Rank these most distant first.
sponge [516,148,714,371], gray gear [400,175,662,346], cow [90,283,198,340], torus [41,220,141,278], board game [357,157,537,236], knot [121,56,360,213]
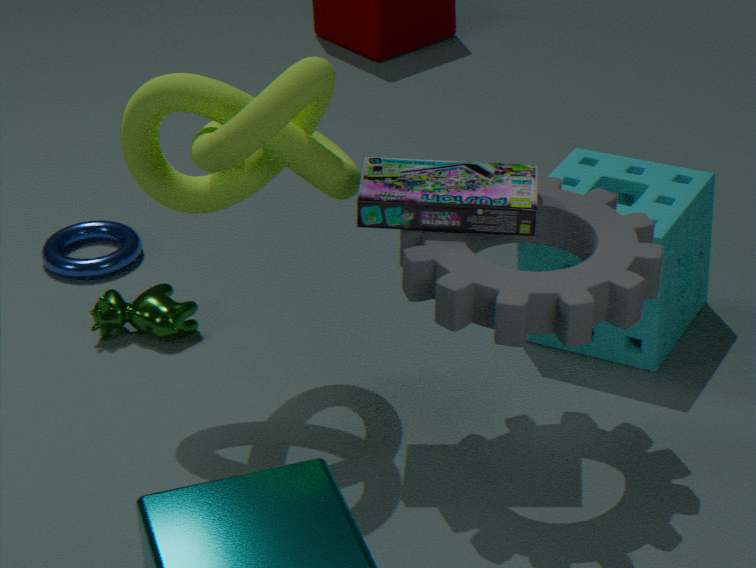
1. torus [41,220,141,278]
2. cow [90,283,198,340]
3. sponge [516,148,714,371]
4. board game [357,157,537,236]
5. knot [121,56,360,213]
6. gray gear [400,175,662,346]
